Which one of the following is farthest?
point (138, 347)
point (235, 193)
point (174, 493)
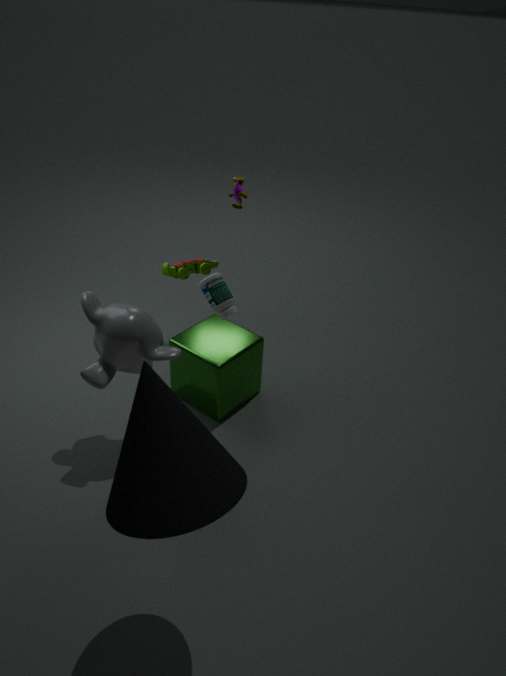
point (235, 193)
